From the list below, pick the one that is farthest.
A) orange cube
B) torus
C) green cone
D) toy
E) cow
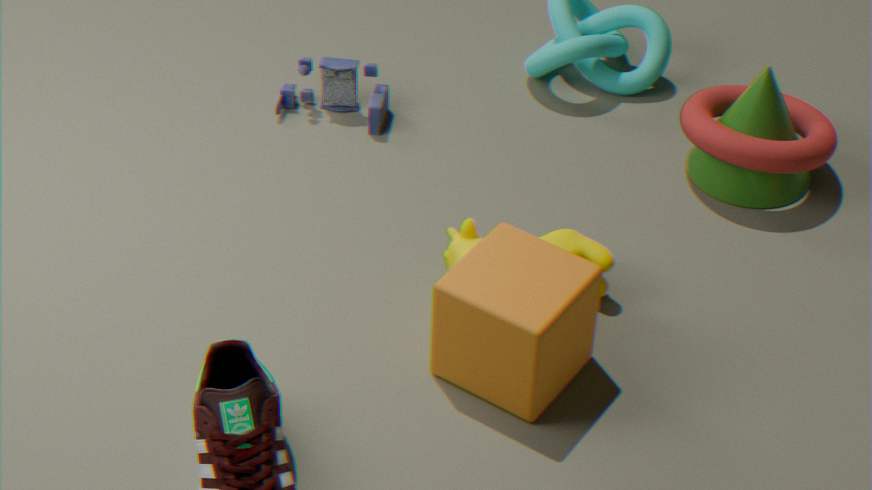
toy
